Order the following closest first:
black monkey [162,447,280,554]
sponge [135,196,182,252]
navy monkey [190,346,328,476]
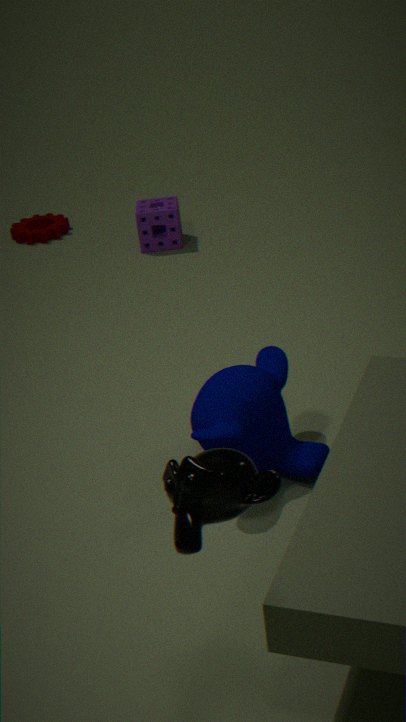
black monkey [162,447,280,554]
navy monkey [190,346,328,476]
sponge [135,196,182,252]
